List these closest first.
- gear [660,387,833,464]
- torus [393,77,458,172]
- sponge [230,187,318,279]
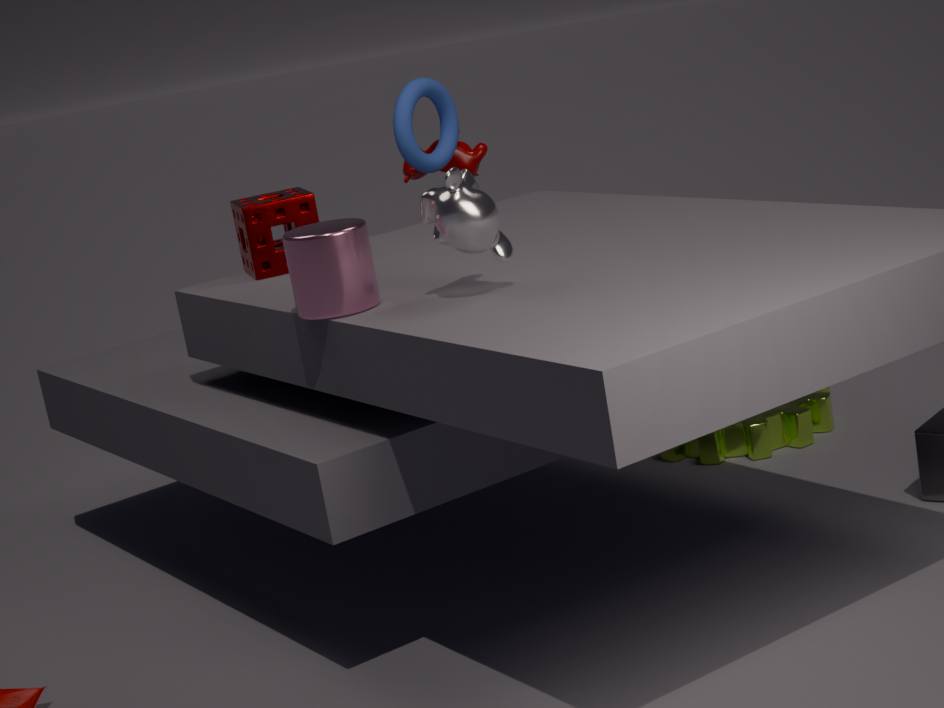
sponge [230,187,318,279] → gear [660,387,833,464] → torus [393,77,458,172]
